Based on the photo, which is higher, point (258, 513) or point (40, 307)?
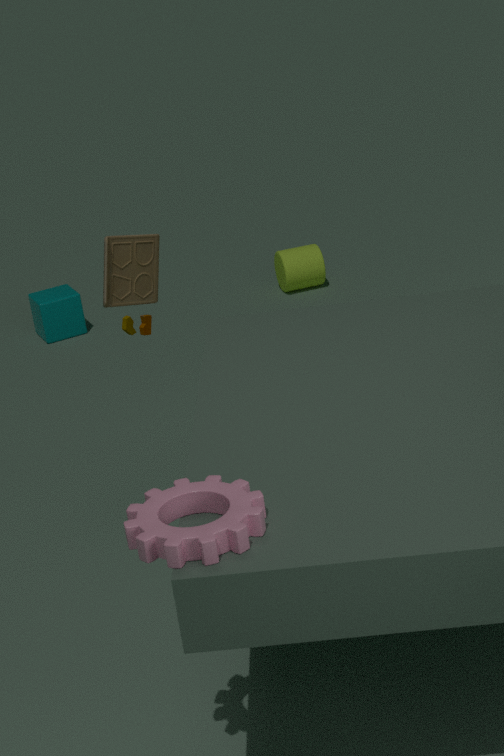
point (258, 513)
